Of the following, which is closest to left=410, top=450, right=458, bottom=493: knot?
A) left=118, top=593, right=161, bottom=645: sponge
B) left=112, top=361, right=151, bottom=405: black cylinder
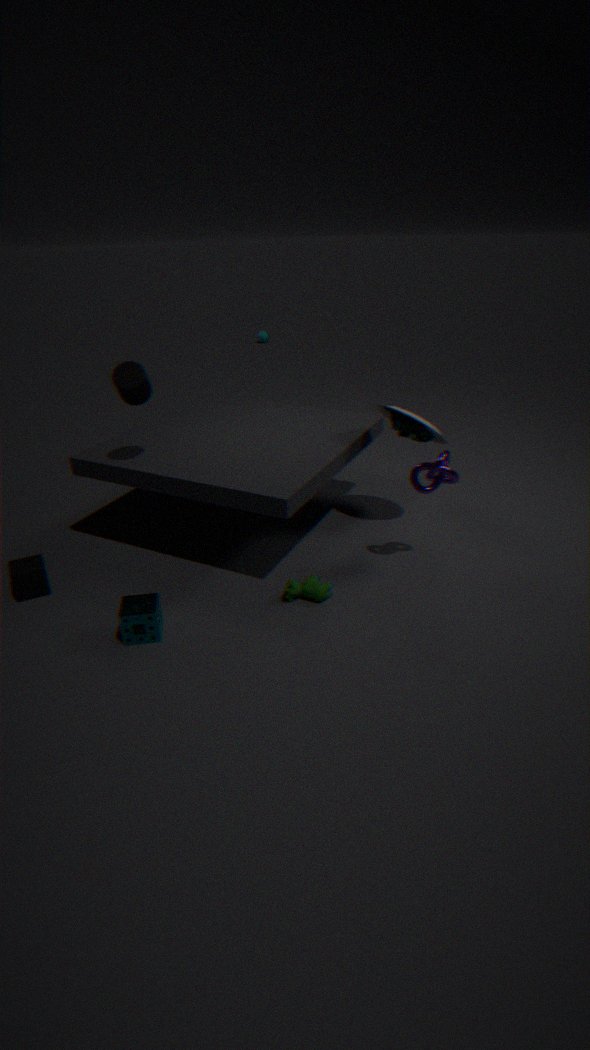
left=118, top=593, right=161, bottom=645: sponge
